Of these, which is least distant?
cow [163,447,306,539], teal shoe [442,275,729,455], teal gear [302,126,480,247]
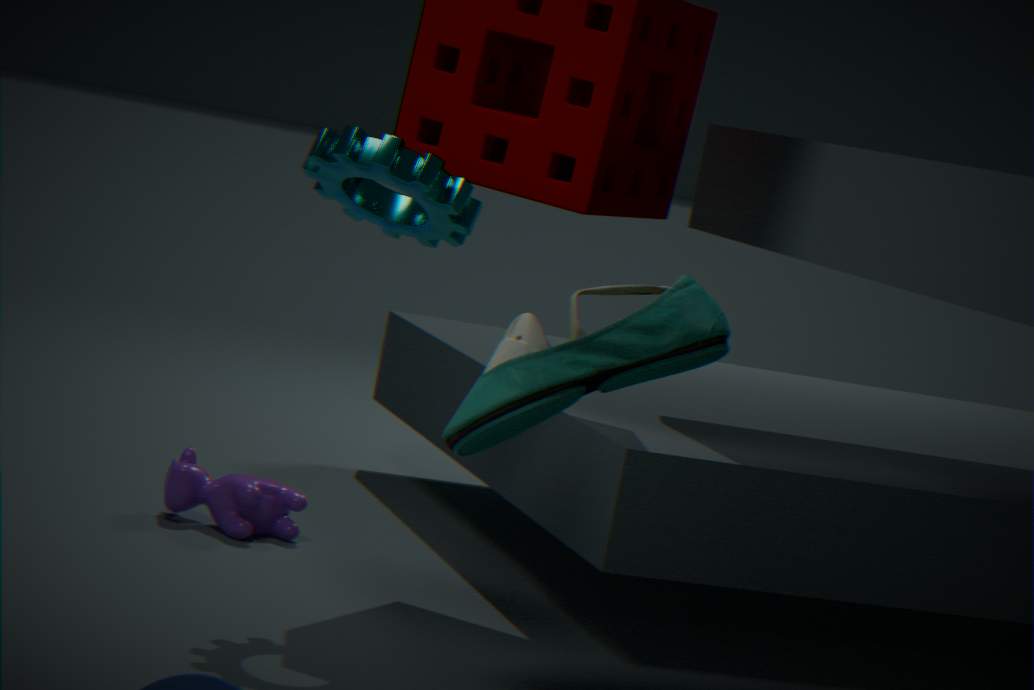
teal shoe [442,275,729,455]
